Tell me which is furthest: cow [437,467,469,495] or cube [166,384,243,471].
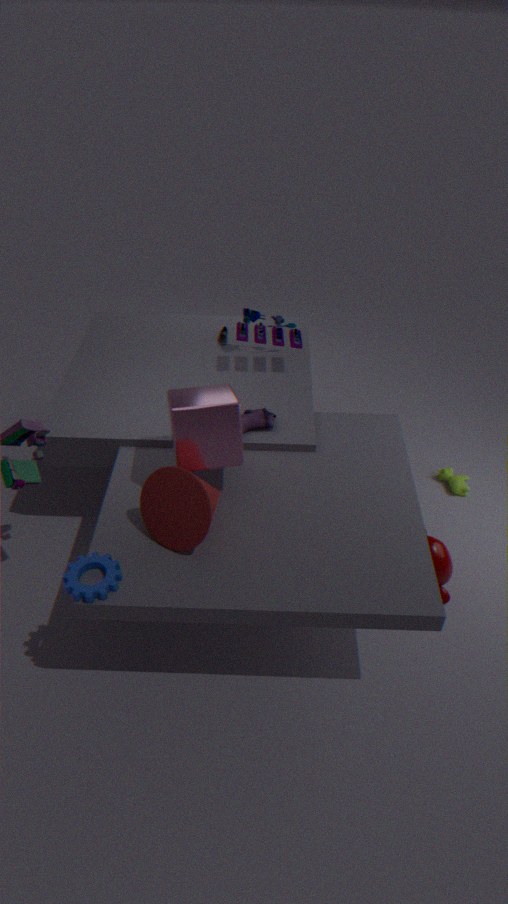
cow [437,467,469,495]
